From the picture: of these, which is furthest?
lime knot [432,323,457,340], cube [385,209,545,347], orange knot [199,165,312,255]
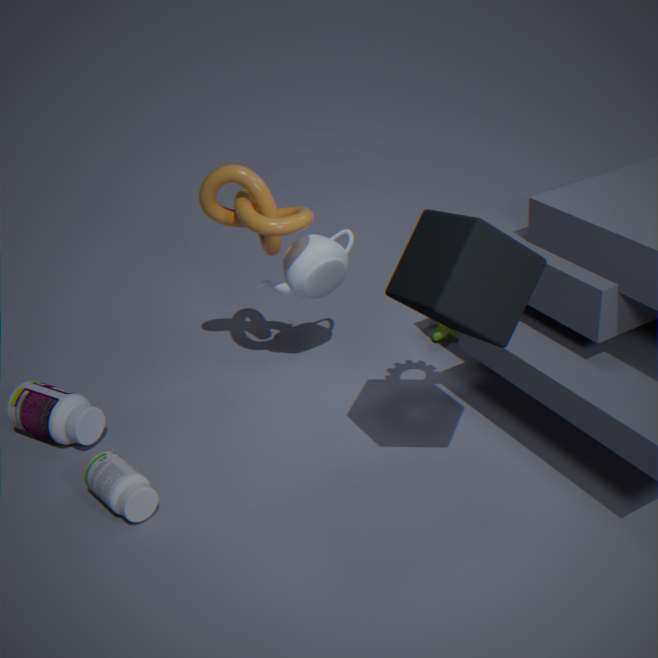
lime knot [432,323,457,340]
